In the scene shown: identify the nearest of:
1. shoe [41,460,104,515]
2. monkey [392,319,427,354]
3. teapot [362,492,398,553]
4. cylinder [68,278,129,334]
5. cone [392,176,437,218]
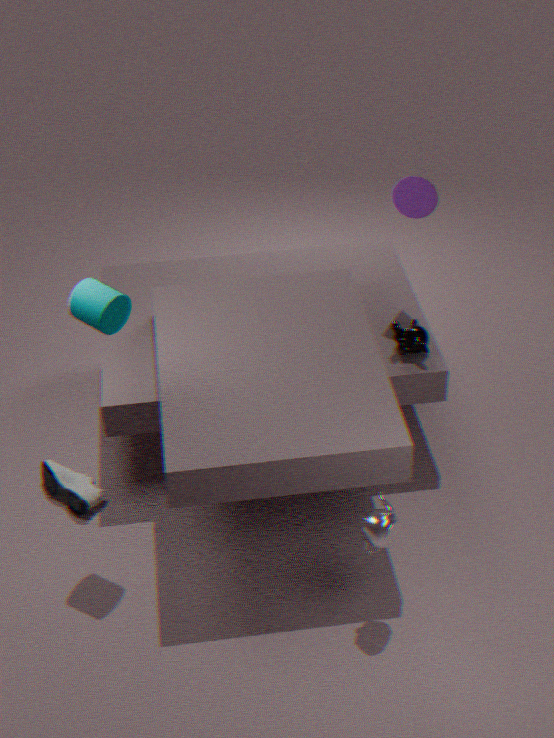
teapot [362,492,398,553]
